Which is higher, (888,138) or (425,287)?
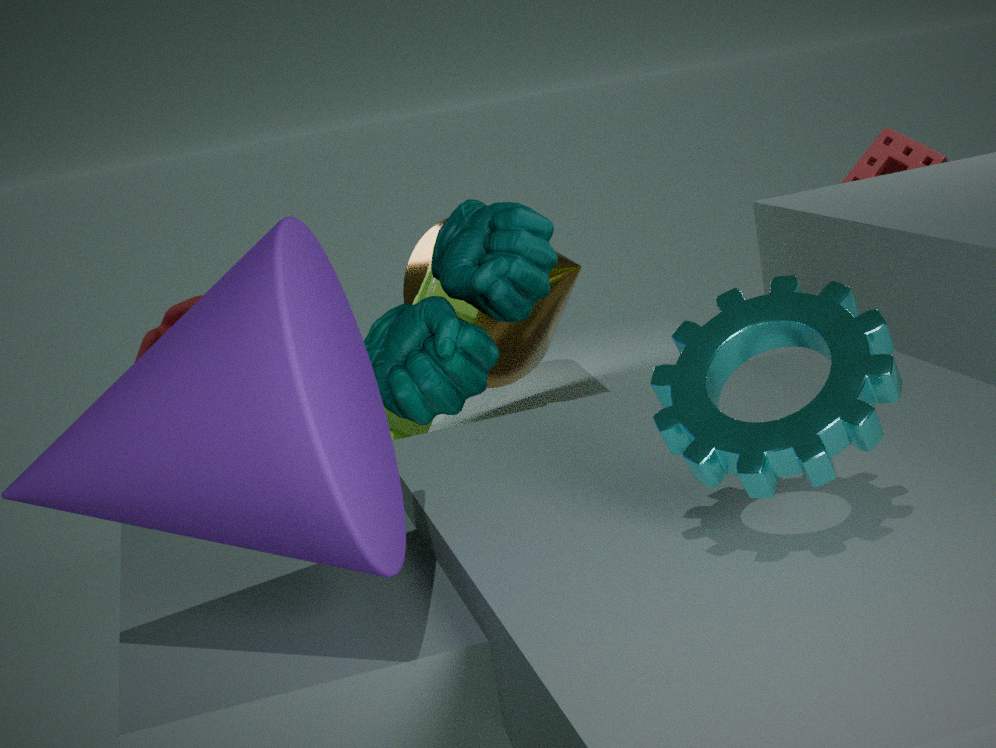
(888,138)
